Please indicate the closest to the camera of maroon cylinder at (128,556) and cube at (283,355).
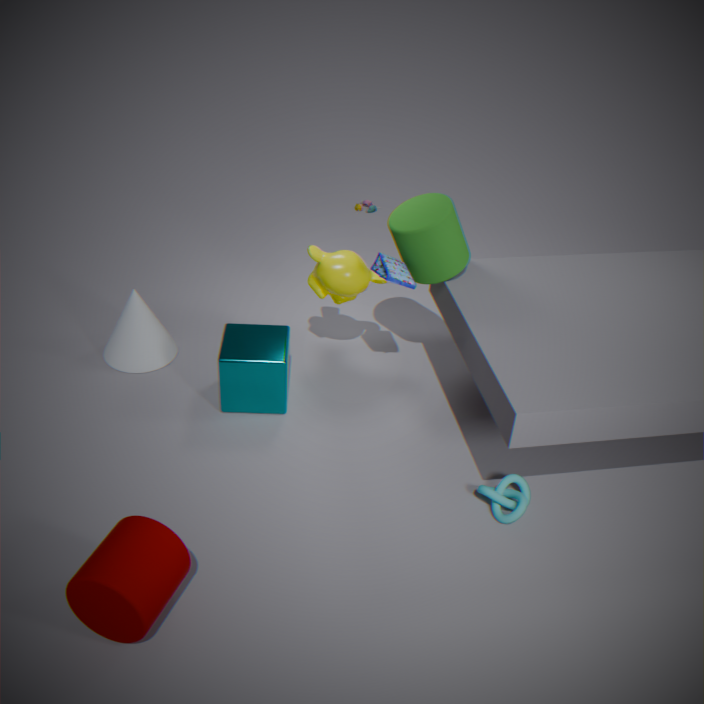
maroon cylinder at (128,556)
